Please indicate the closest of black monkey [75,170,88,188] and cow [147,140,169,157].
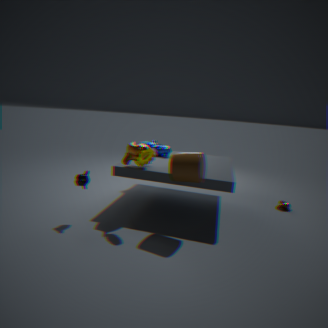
black monkey [75,170,88,188]
